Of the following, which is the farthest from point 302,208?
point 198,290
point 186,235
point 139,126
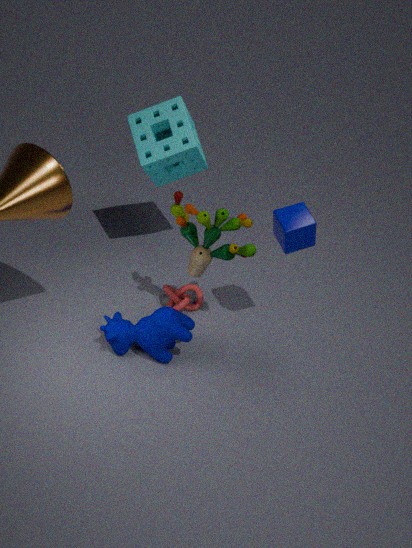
point 139,126
